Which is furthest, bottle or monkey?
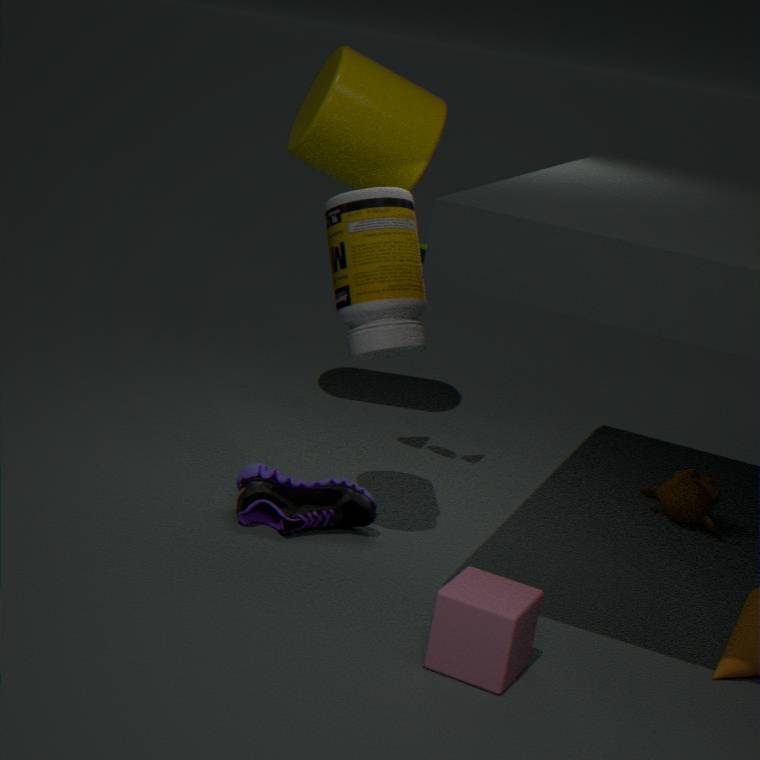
monkey
